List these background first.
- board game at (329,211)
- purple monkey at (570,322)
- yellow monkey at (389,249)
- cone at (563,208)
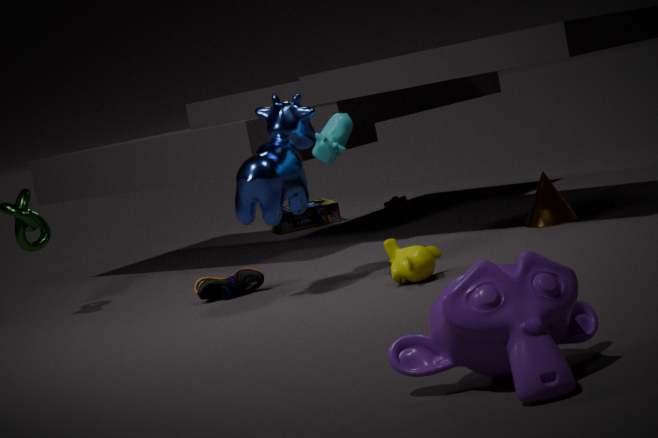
board game at (329,211) → cone at (563,208) → yellow monkey at (389,249) → purple monkey at (570,322)
